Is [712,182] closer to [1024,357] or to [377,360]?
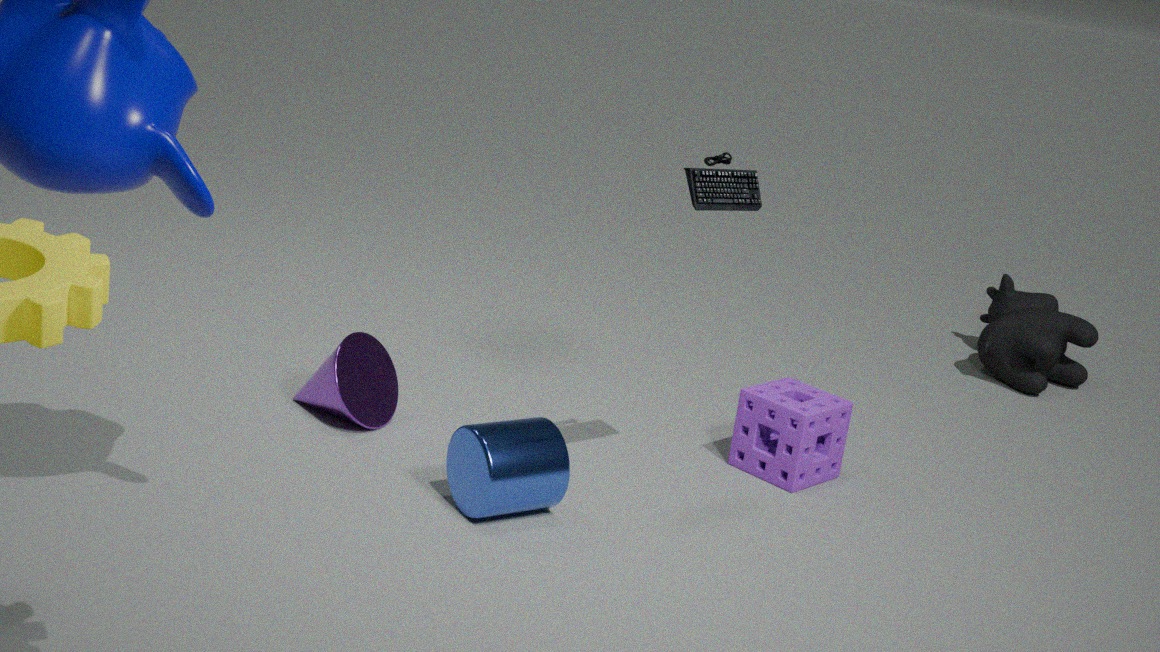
[377,360]
